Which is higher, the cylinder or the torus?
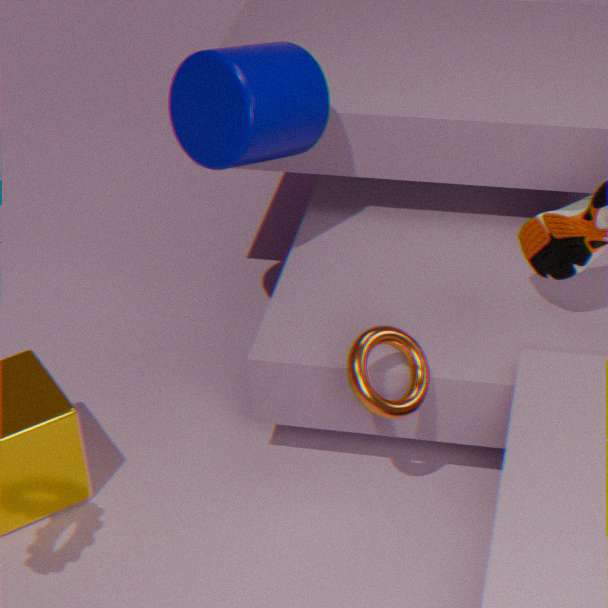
the cylinder
